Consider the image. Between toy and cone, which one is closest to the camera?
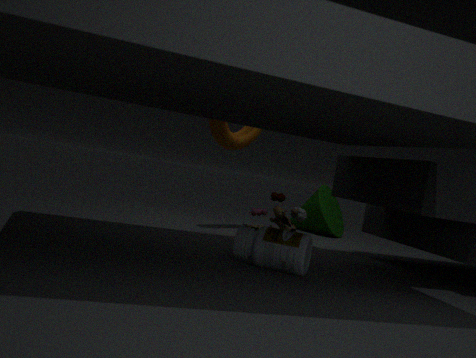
toy
